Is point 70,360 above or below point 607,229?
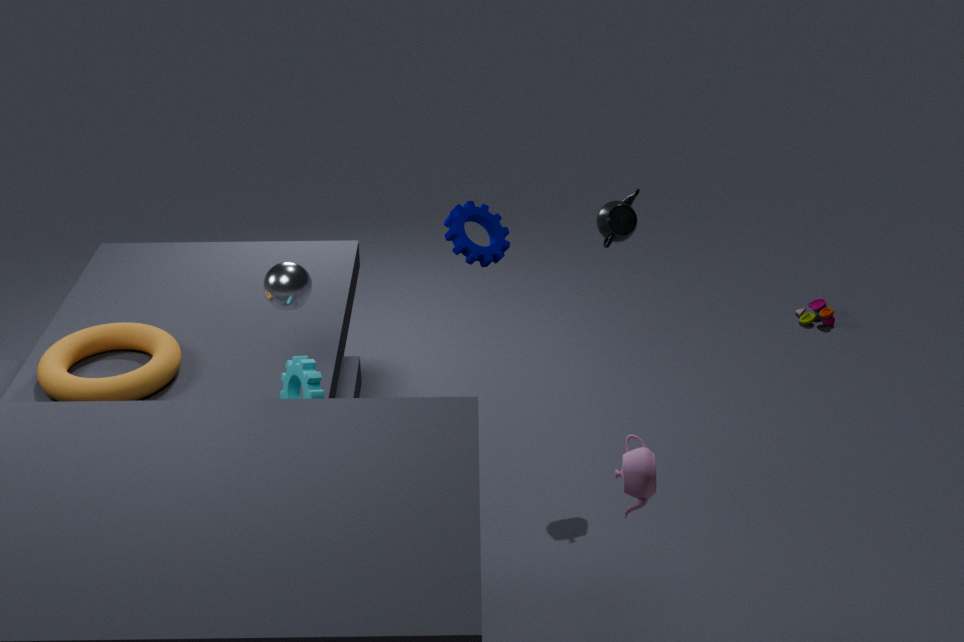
below
